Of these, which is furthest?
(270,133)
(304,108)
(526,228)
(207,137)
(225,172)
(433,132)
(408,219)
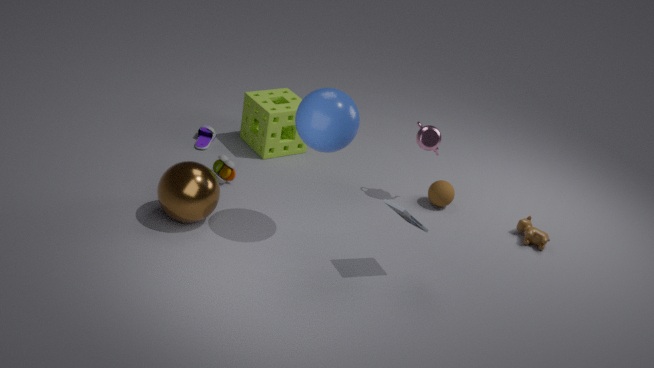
(207,137)
